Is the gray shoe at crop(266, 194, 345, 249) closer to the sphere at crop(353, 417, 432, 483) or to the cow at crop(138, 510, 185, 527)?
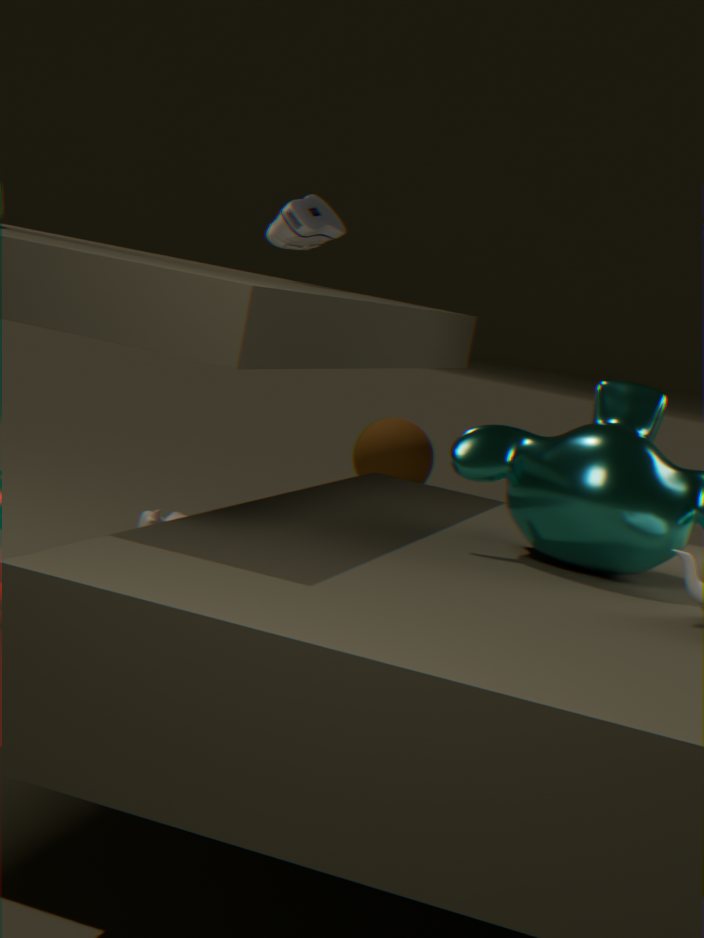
the cow at crop(138, 510, 185, 527)
